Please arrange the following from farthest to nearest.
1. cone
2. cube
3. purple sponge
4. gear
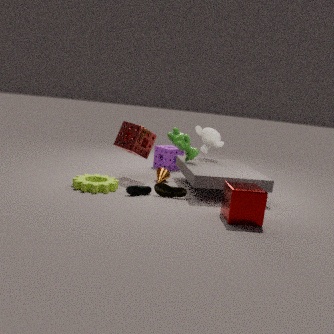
purple sponge, cone, gear, cube
